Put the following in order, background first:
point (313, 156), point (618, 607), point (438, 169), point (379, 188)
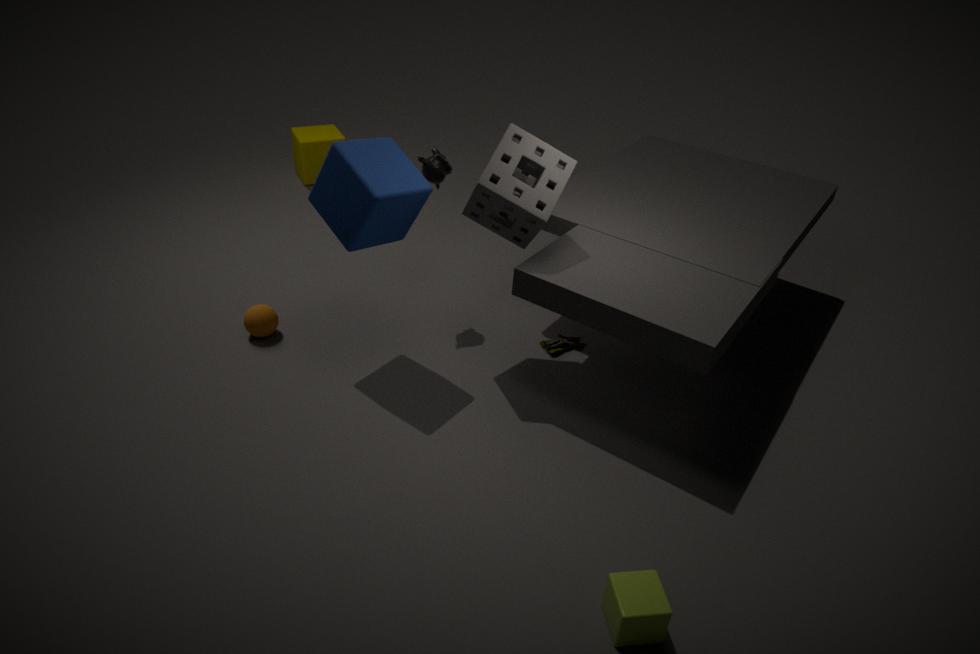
point (313, 156) → point (438, 169) → point (379, 188) → point (618, 607)
